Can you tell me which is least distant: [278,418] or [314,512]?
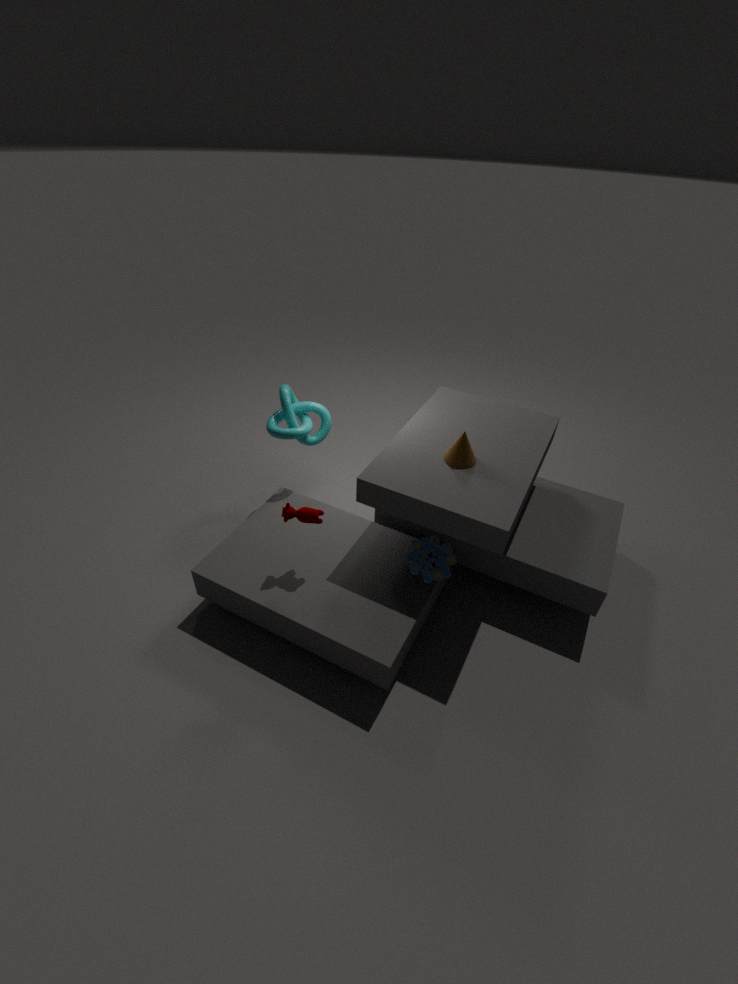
[314,512]
